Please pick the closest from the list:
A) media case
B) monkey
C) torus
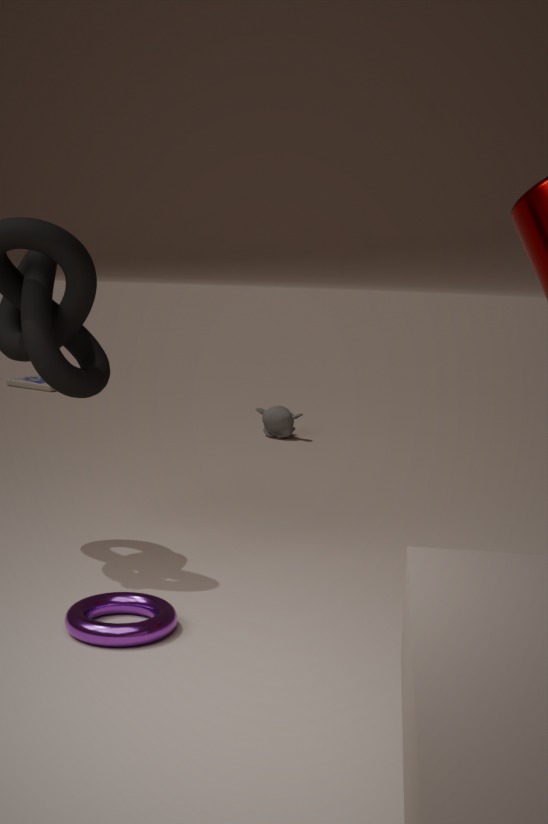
torus
